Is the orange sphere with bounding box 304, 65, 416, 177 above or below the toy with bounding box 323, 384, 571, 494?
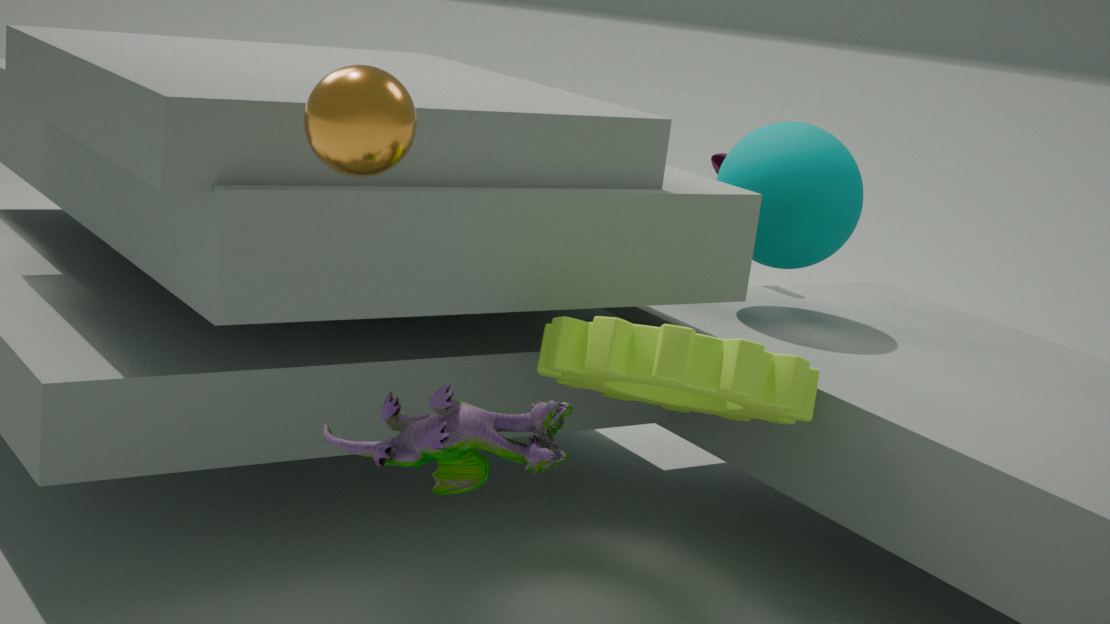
above
